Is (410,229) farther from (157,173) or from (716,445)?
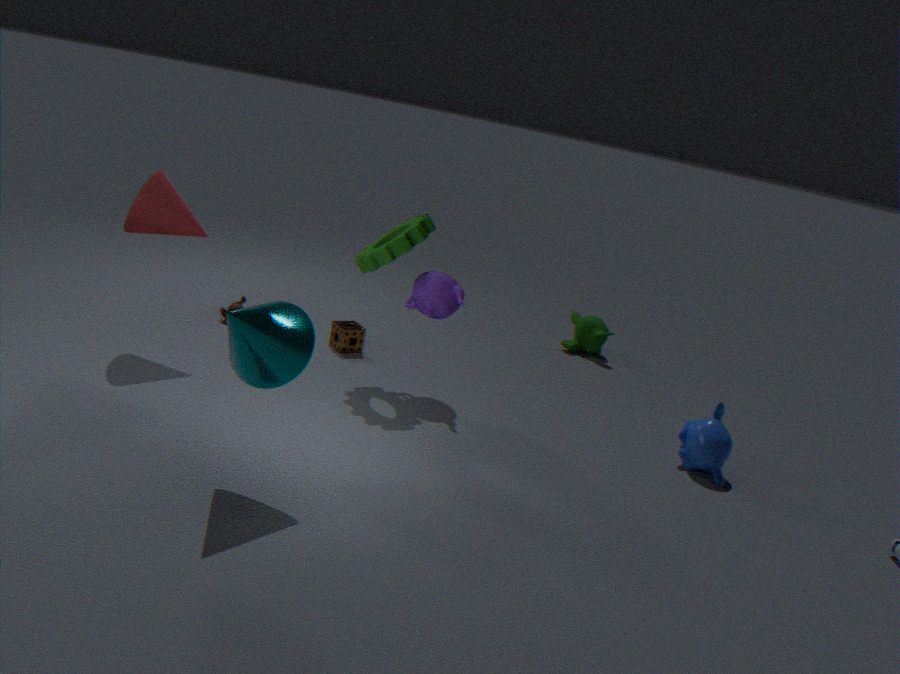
(716,445)
